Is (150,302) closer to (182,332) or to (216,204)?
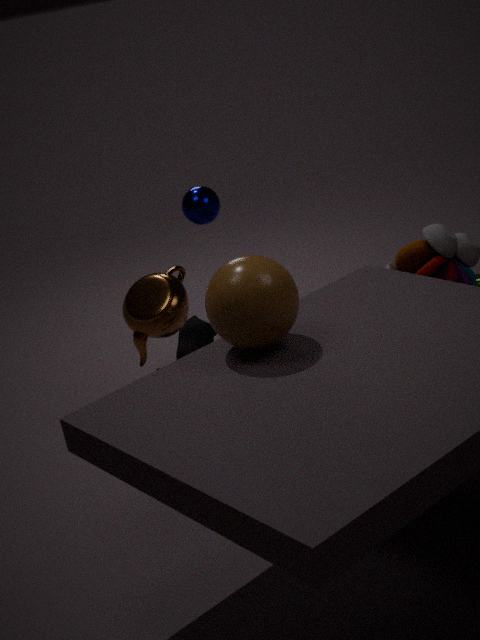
(216,204)
